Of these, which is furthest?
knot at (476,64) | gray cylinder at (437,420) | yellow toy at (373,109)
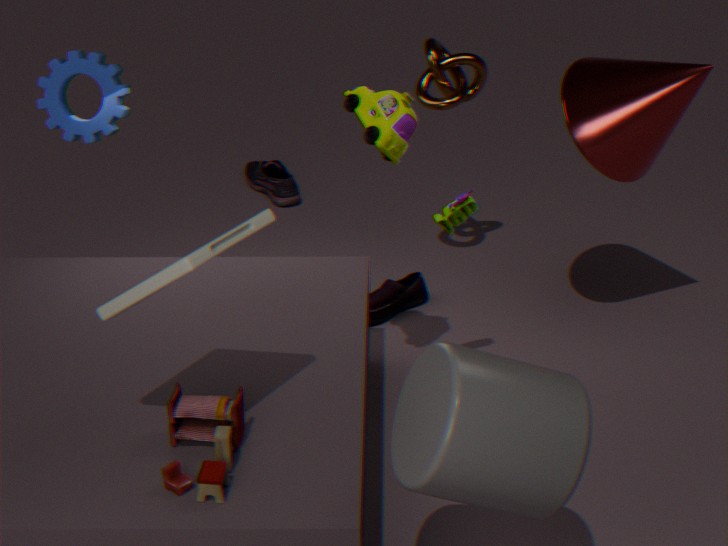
knot at (476,64)
